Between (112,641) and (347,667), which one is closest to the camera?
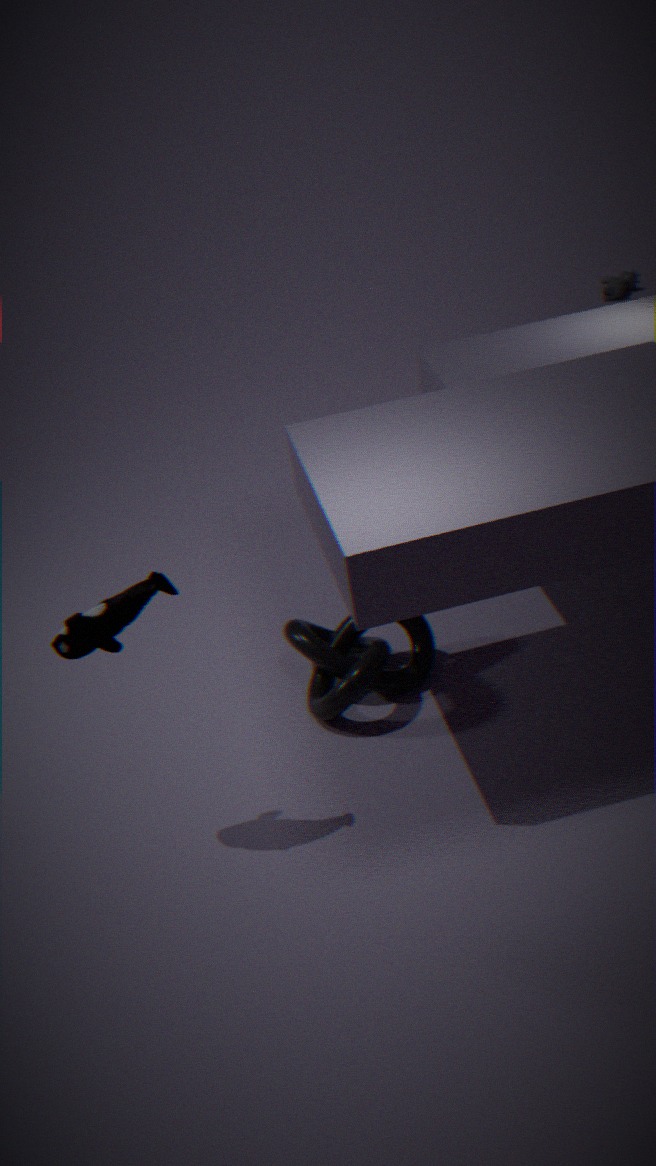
(112,641)
